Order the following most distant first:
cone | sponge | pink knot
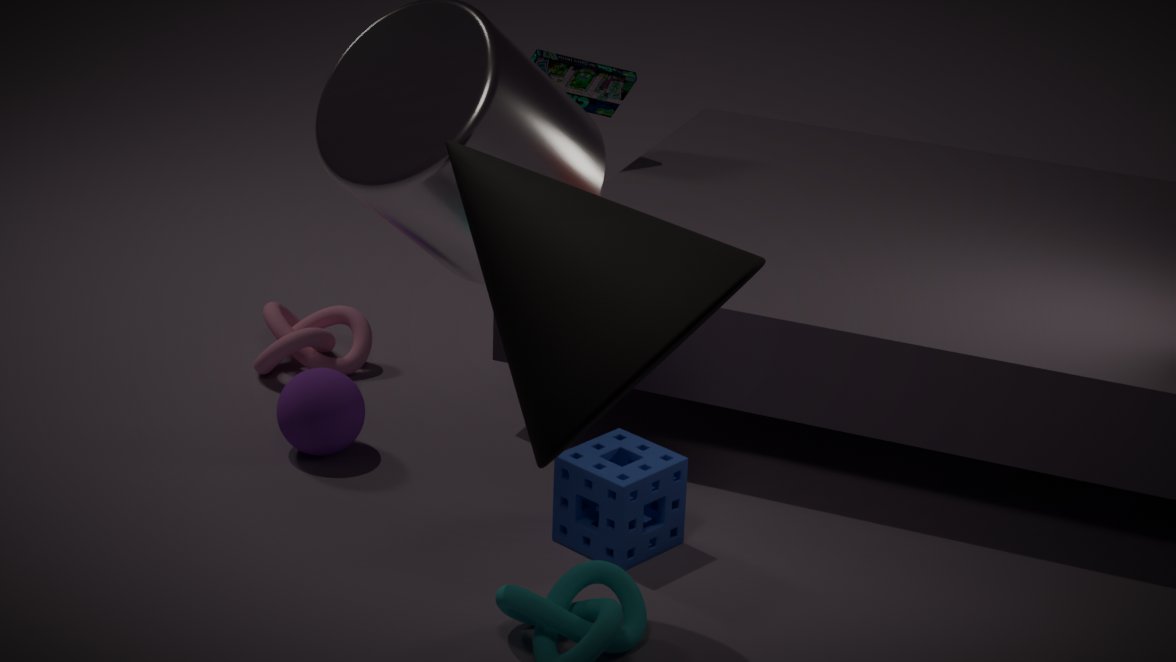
1. pink knot
2. sponge
3. cone
